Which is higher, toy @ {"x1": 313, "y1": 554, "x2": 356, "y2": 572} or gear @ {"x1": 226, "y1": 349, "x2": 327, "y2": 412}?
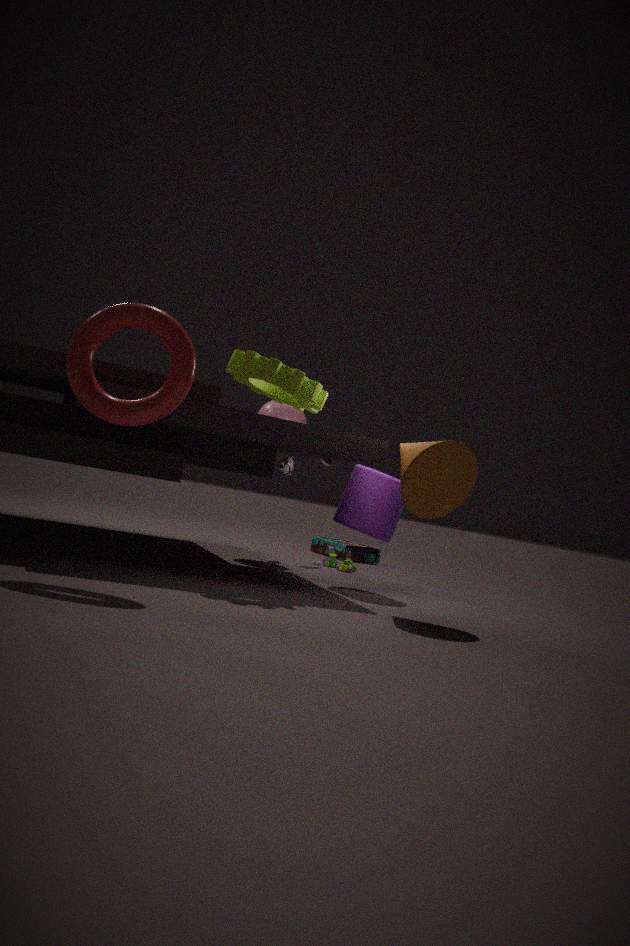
gear @ {"x1": 226, "y1": 349, "x2": 327, "y2": 412}
